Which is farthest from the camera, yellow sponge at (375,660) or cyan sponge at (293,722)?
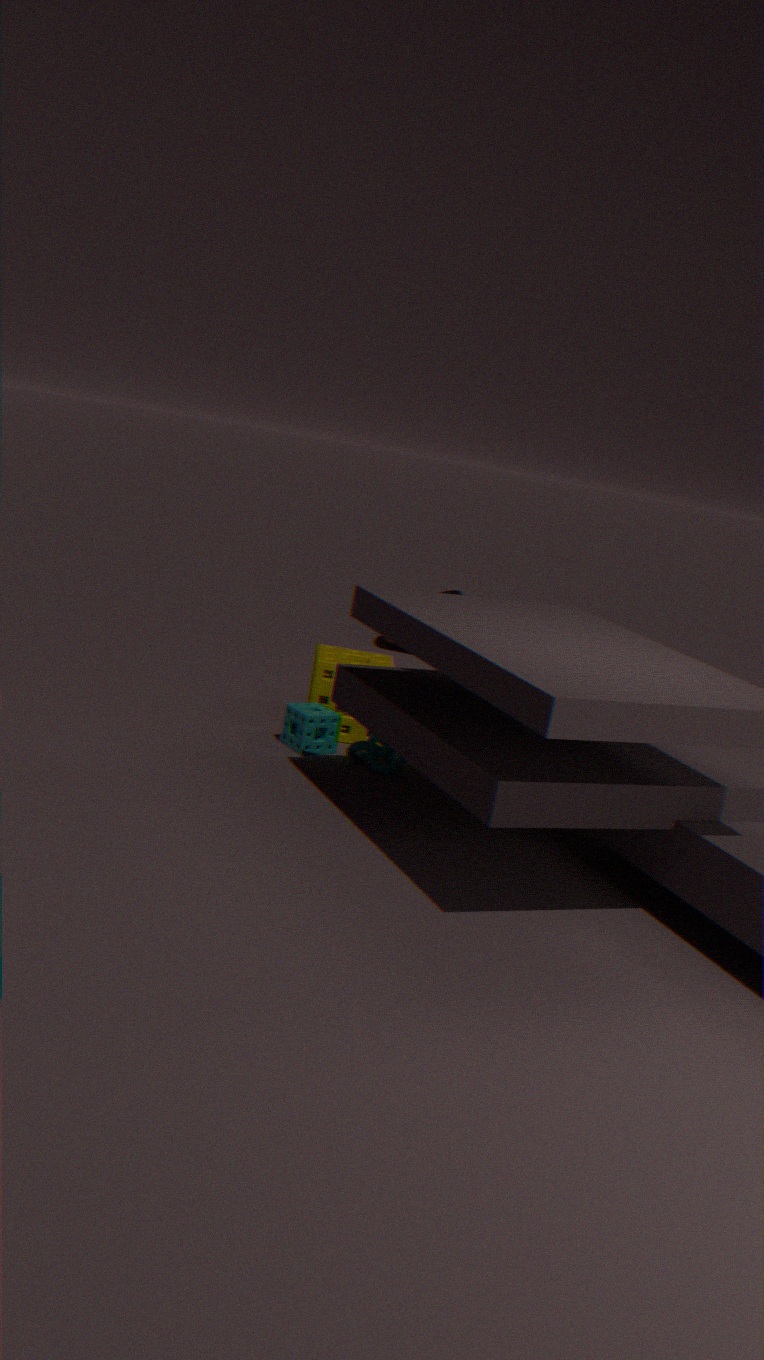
yellow sponge at (375,660)
